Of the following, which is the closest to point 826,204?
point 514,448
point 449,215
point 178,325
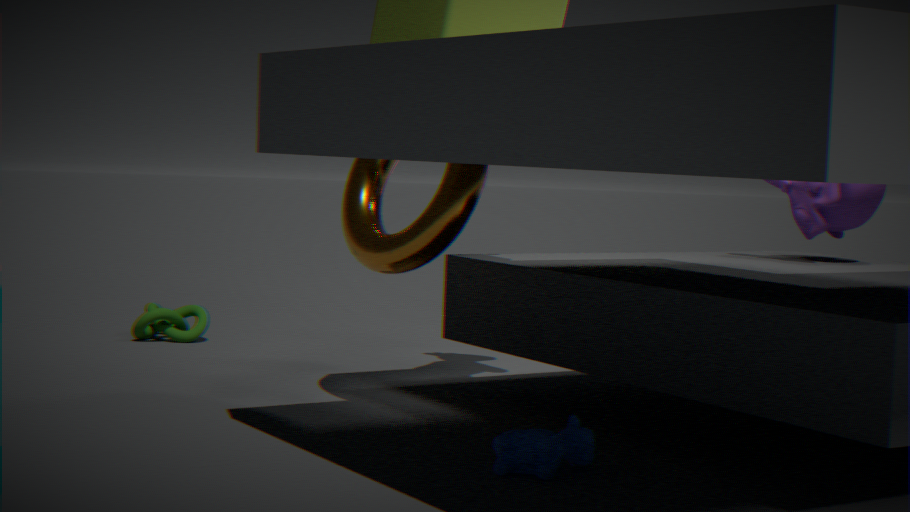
point 449,215
